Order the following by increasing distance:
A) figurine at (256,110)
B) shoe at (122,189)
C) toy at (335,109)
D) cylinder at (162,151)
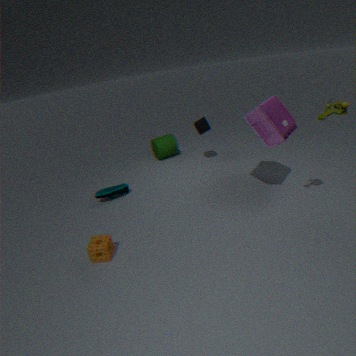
toy at (335,109)
figurine at (256,110)
shoe at (122,189)
cylinder at (162,151)
